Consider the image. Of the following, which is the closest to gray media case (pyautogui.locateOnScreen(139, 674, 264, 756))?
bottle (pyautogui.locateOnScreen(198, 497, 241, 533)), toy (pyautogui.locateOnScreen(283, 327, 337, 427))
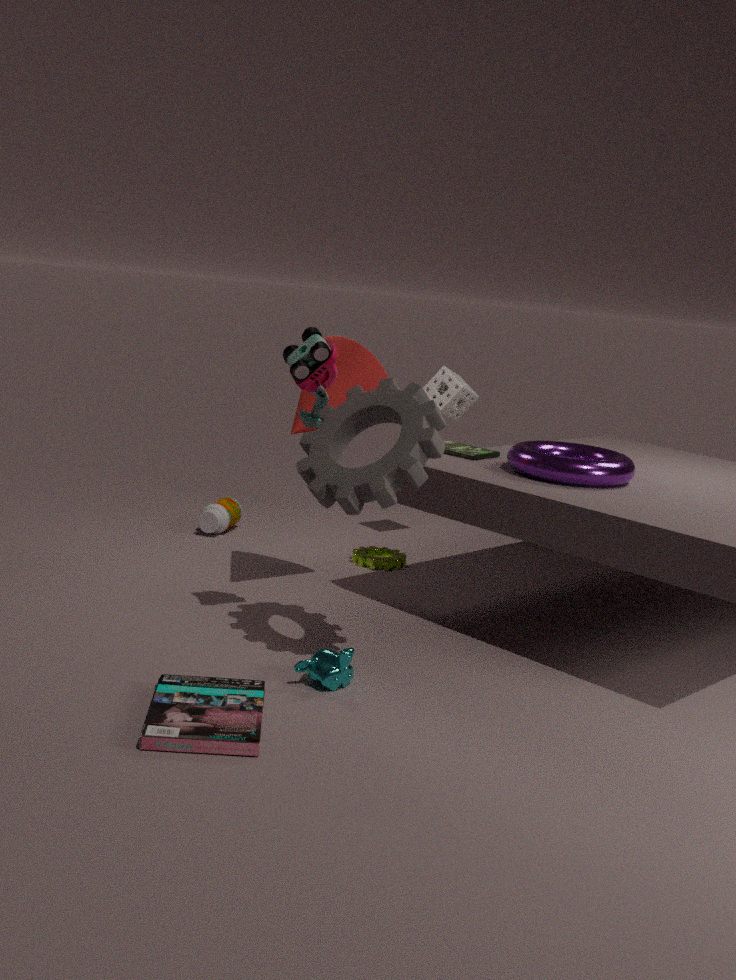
toy (pyautogui.locateOnScreen(283, 327, 337, 427))
